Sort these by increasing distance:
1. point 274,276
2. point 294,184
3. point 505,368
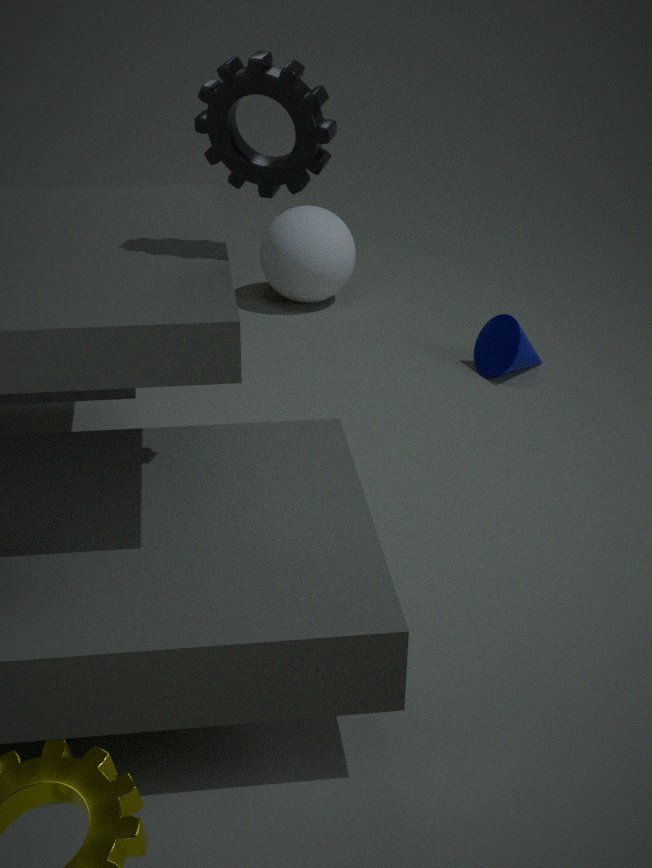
point 294,184 < point 505,368 < point 274,276
